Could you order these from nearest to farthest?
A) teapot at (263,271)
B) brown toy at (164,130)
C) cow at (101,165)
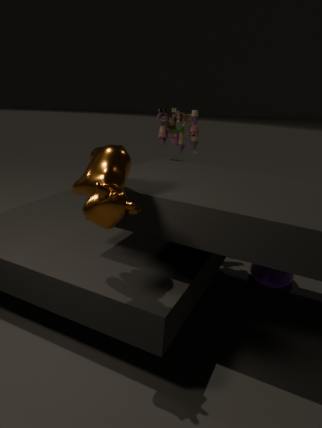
cow at (101,165)
teapot at (263,271)
brown toy at (164,130)
